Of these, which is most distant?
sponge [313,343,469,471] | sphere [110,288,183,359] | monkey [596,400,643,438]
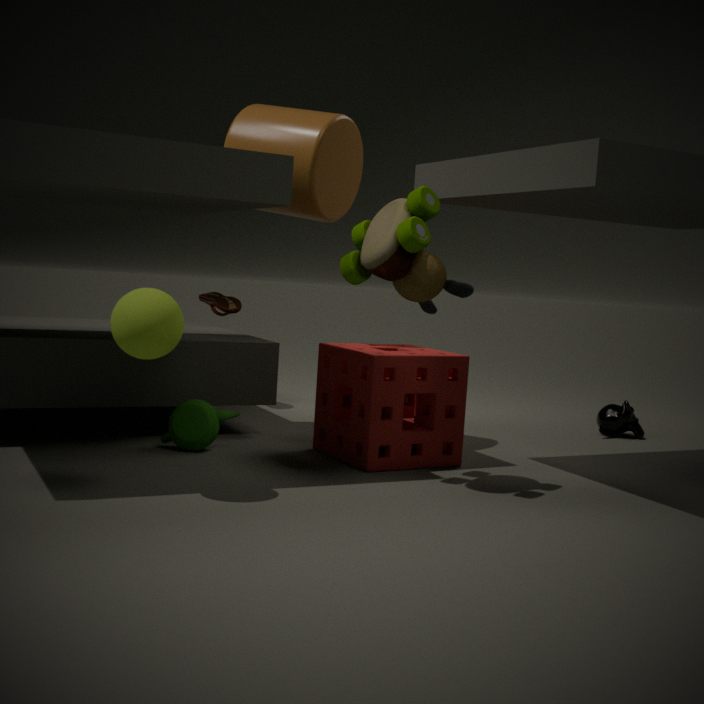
monkey [596,400,643,438]
